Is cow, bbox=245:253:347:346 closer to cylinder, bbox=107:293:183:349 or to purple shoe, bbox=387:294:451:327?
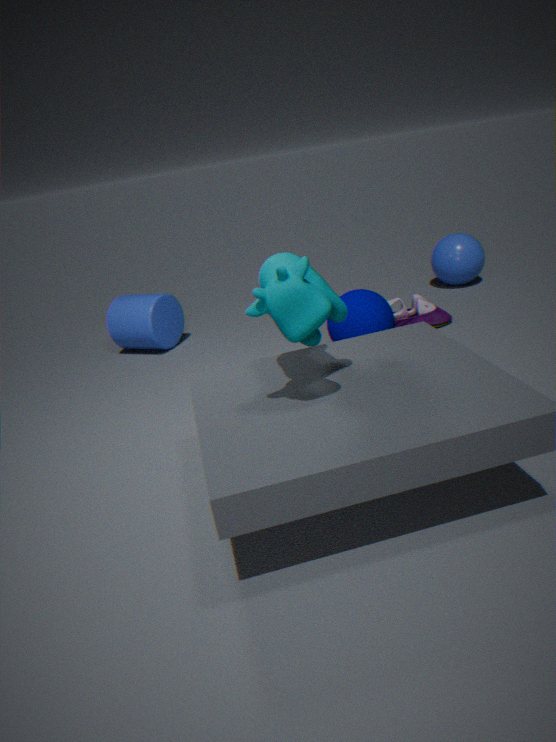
purple shoe, bbox=387:294:451:327
